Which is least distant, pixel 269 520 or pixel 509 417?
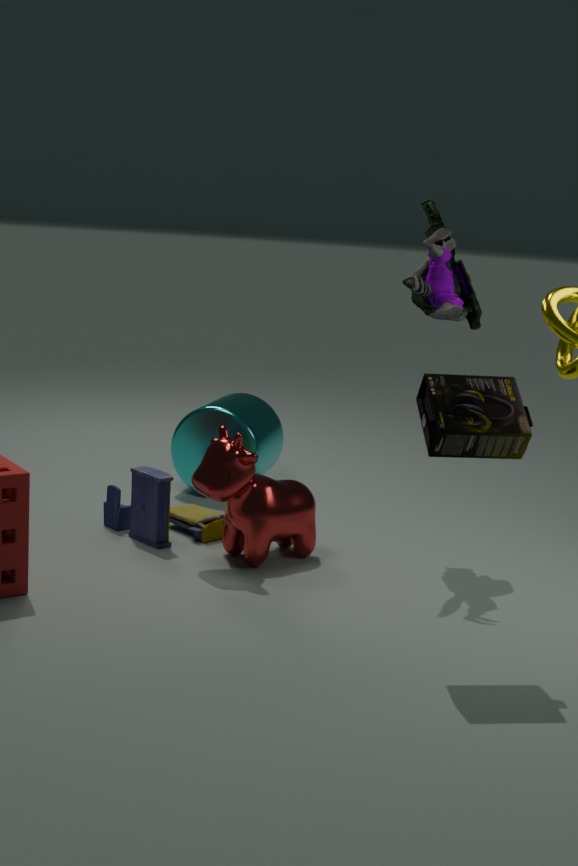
pixel 509 417
